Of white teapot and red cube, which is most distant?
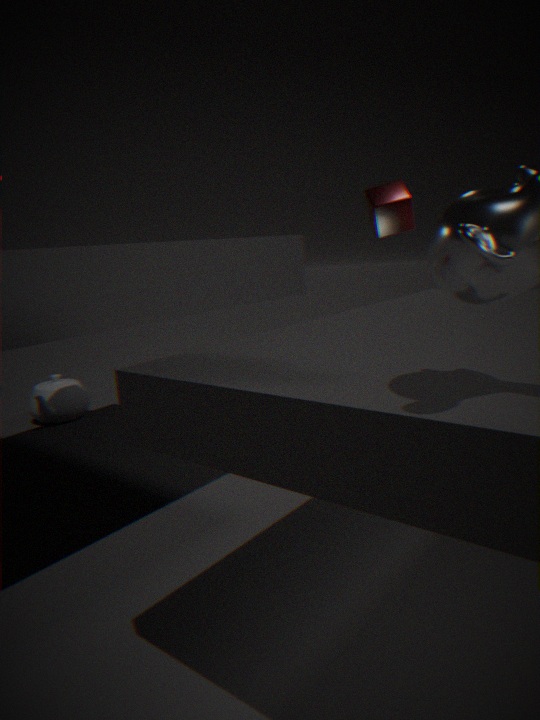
white teapot
